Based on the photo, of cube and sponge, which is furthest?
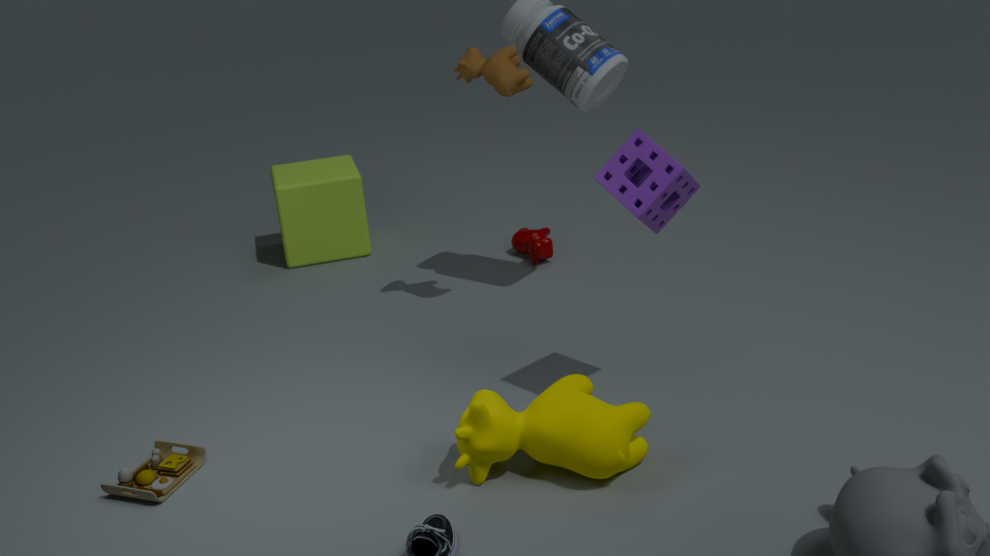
cube
